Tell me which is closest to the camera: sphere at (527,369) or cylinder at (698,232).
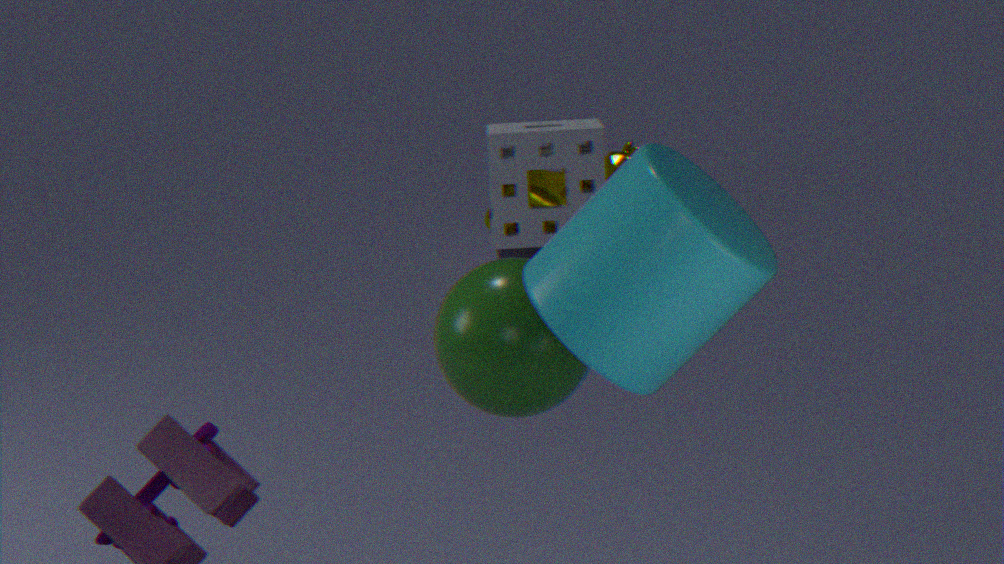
cylinder at (698,232)
